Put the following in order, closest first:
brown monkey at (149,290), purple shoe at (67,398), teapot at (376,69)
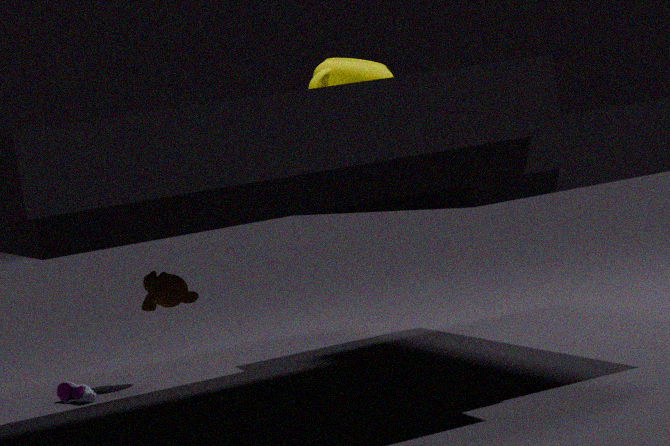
brown monkey at (149,290) → teapot at (376,69) → purple shoe at (67,398)
